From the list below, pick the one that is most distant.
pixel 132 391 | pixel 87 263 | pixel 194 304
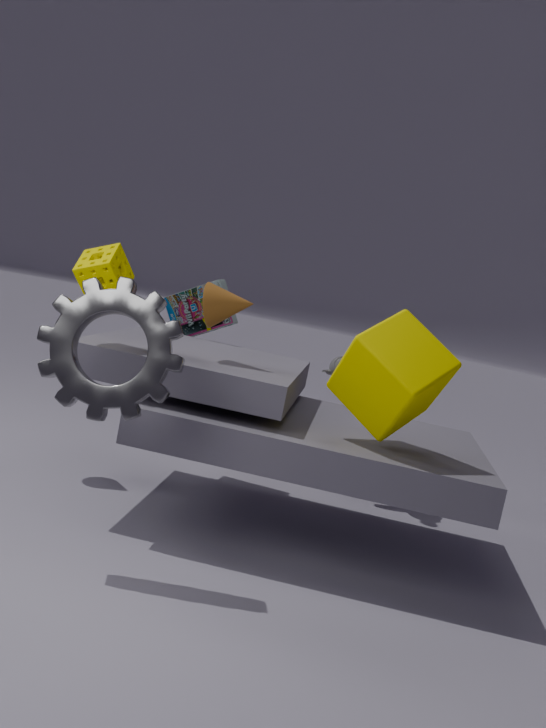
pixel 194 304
